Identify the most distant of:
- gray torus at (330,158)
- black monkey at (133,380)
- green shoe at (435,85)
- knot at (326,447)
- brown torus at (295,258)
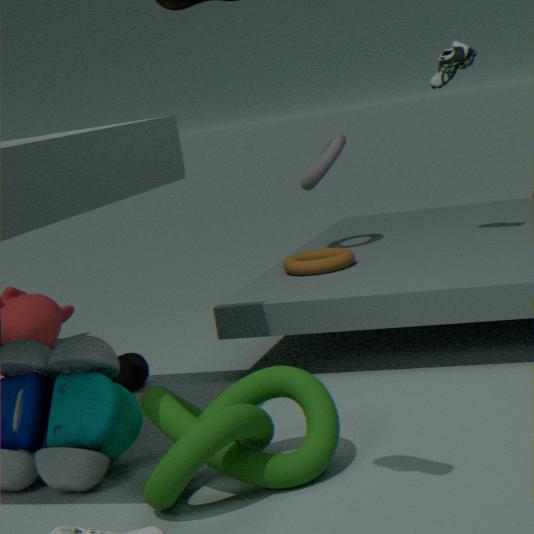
gray torus at (330,158)
